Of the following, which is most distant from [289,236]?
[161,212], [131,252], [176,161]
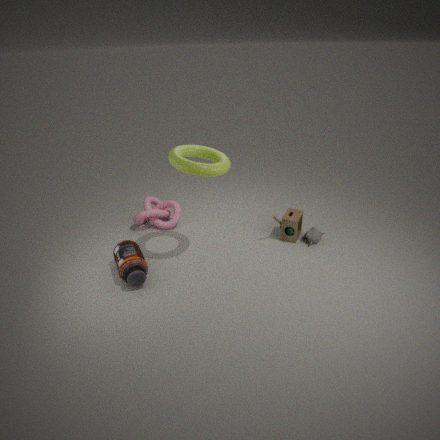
[131,252]
